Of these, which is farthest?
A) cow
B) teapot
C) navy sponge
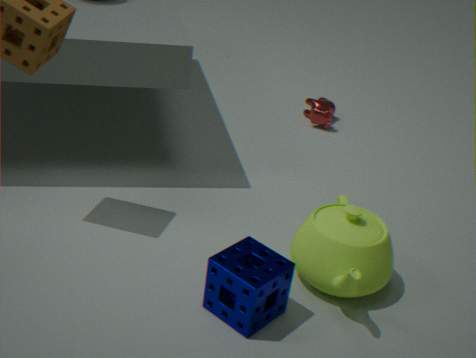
cow
